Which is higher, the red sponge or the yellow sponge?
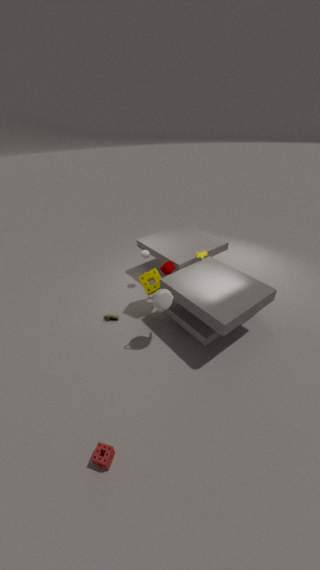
the yellow sponge
